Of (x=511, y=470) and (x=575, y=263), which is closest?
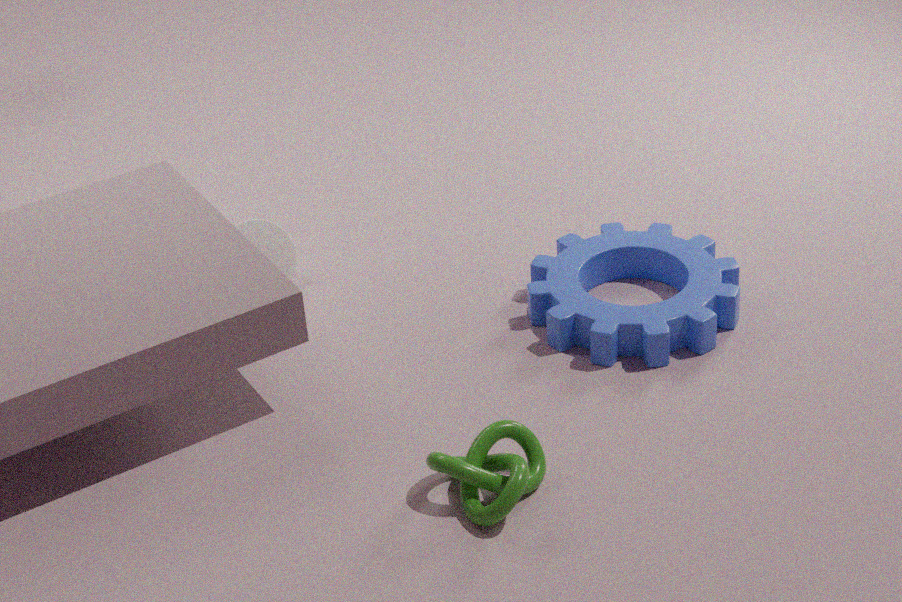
(x=511, y=470)
